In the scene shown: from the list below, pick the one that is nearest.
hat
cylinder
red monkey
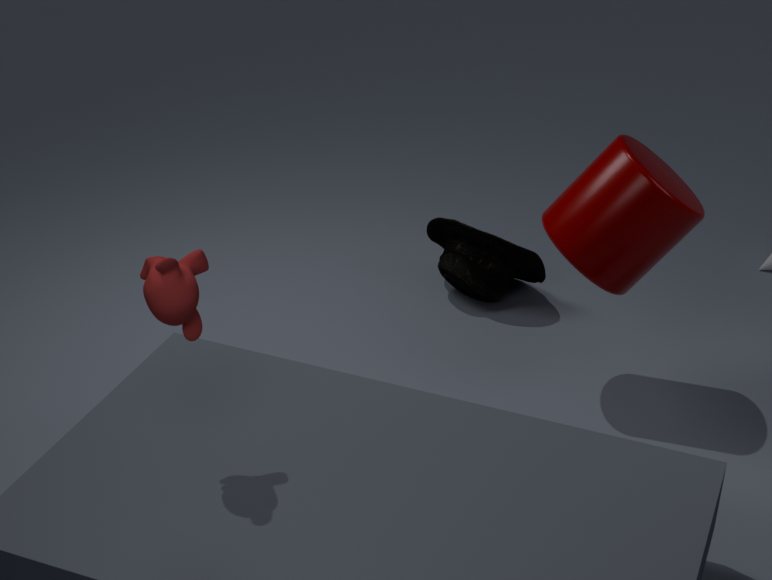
red monkey
